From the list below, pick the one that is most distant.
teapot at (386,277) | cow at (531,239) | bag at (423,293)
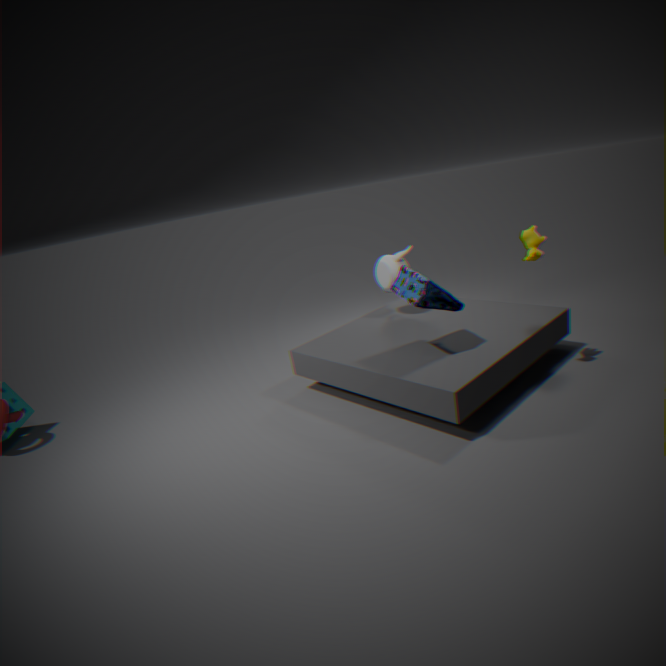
teapot at (386,277)
